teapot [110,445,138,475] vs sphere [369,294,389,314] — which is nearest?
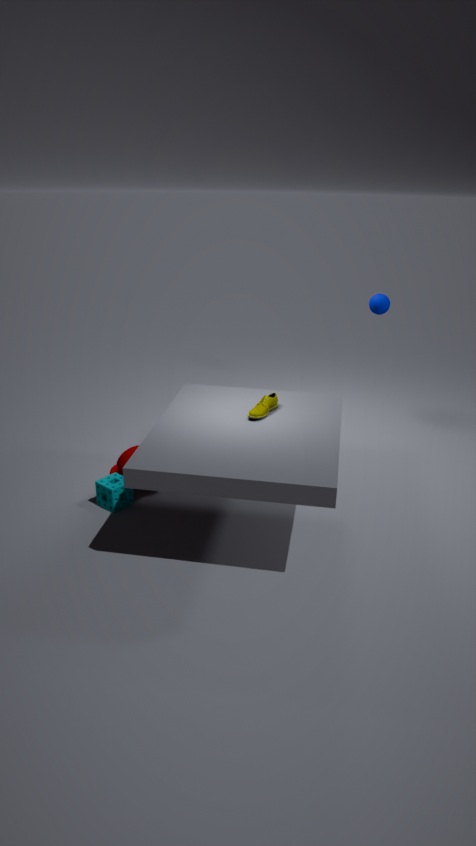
teapot [110,445,138,475]
